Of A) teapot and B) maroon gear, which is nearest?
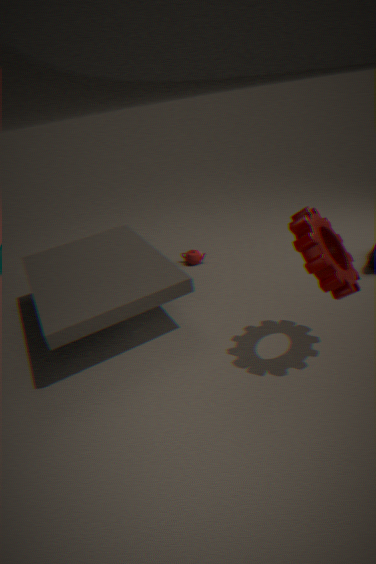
B. maroon gear
